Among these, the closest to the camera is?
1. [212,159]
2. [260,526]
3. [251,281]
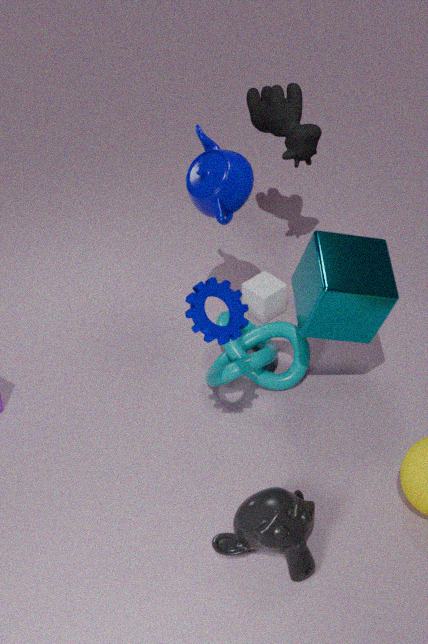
[260,526]
